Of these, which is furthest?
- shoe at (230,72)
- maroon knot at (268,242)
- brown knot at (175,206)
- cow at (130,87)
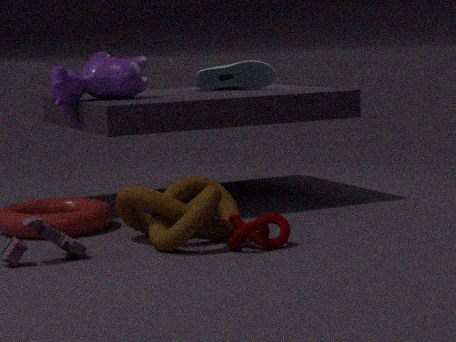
shoe at (230,72)
